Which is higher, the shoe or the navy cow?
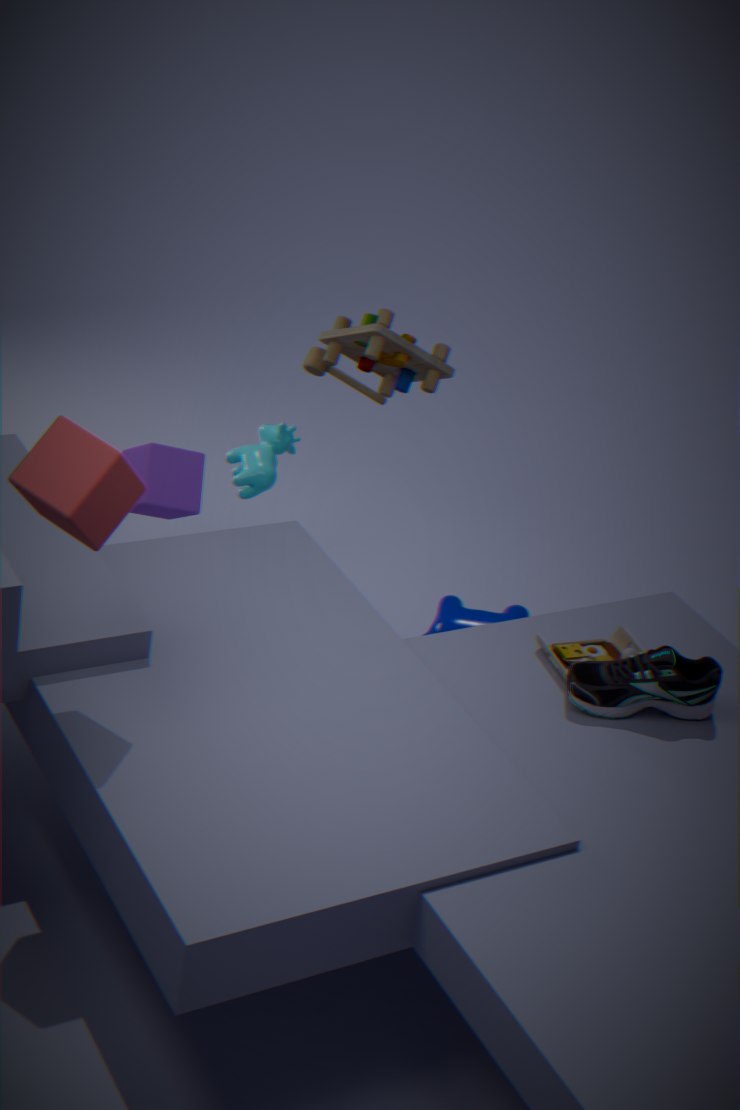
the shoe
